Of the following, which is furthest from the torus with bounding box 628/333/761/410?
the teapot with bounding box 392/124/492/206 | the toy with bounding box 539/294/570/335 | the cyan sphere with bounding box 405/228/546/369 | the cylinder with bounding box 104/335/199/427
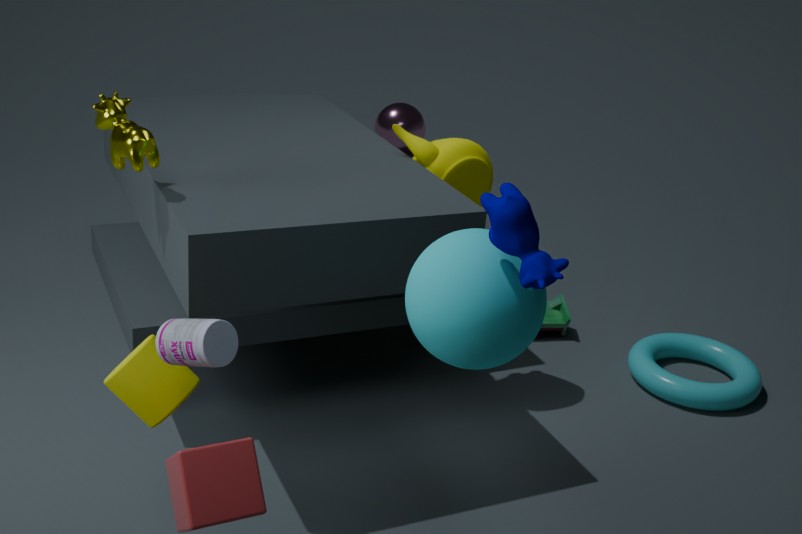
the cylinder with bounding box 104/335/199/427
